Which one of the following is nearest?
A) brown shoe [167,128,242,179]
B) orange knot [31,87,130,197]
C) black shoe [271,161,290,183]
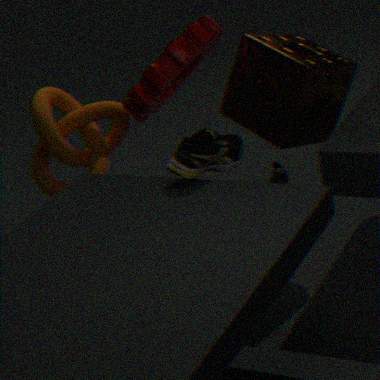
brown shoe [167,128,242,179]
